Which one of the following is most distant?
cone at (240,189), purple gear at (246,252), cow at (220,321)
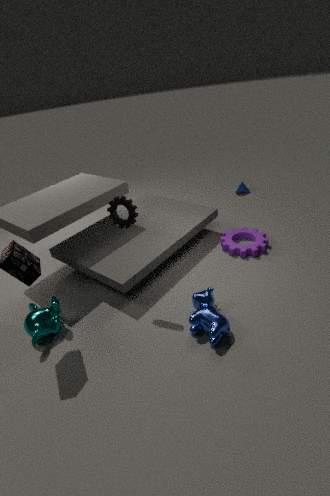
cone at (240,189)
